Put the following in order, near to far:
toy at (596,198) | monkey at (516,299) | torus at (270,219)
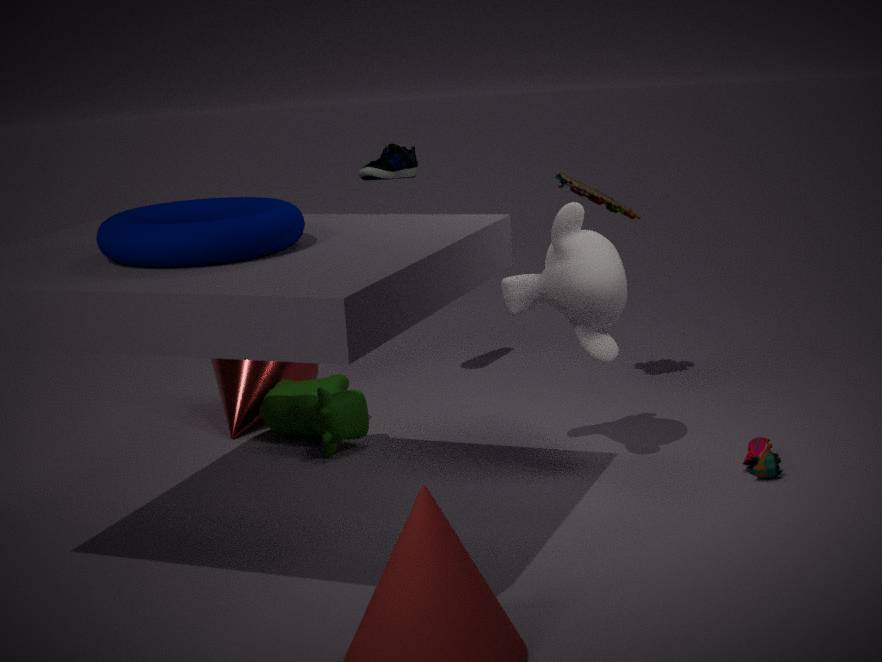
torus at (270,219), monkey at (516,299), toy at (596,198)
